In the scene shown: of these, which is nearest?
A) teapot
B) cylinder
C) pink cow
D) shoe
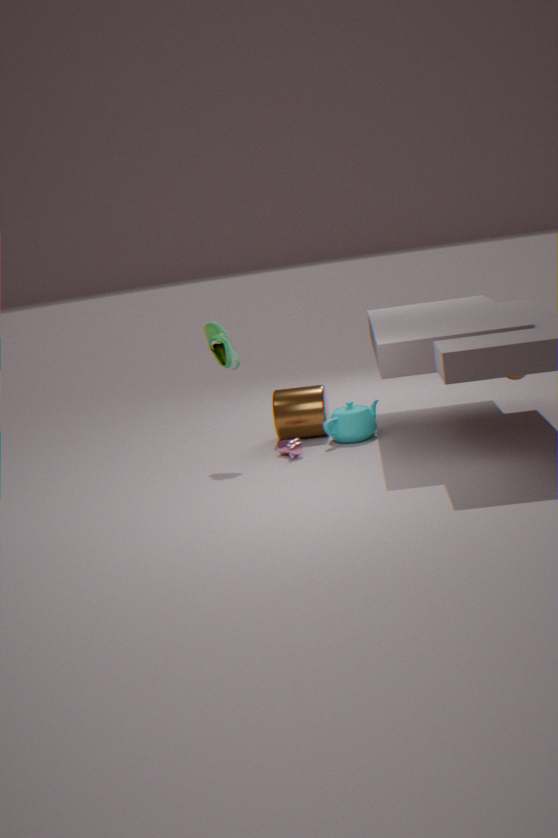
shoe
